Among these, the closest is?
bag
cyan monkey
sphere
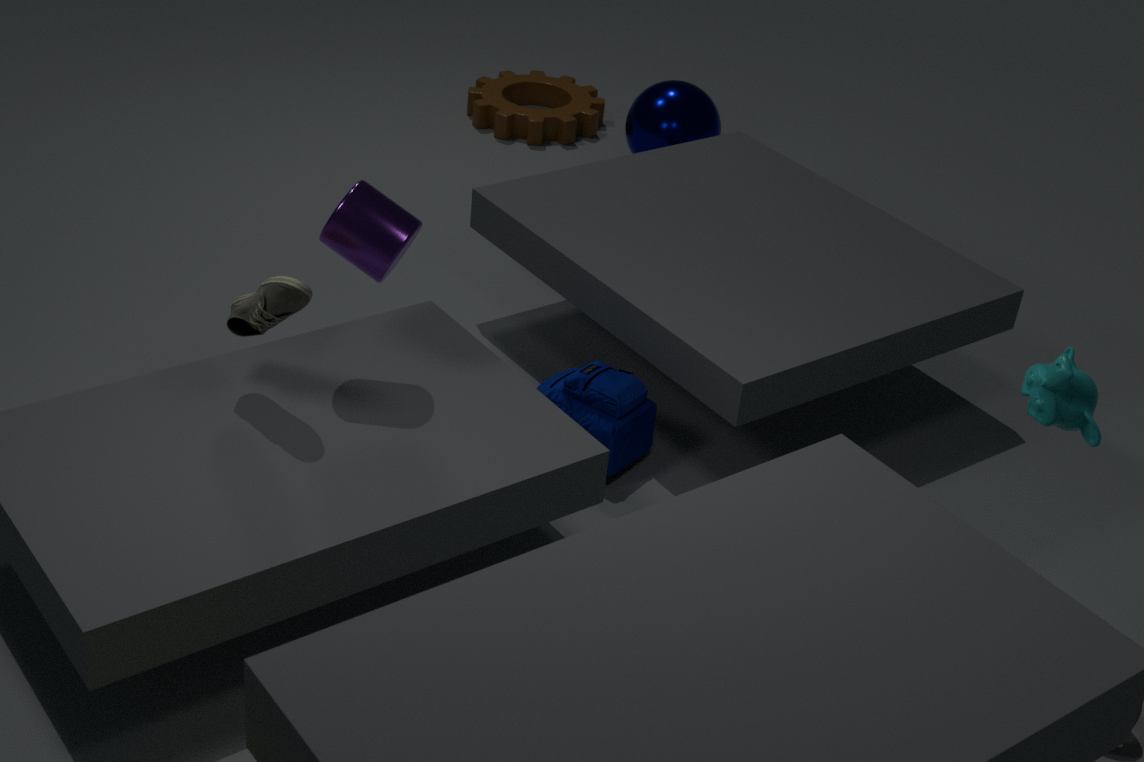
cyan monkey
